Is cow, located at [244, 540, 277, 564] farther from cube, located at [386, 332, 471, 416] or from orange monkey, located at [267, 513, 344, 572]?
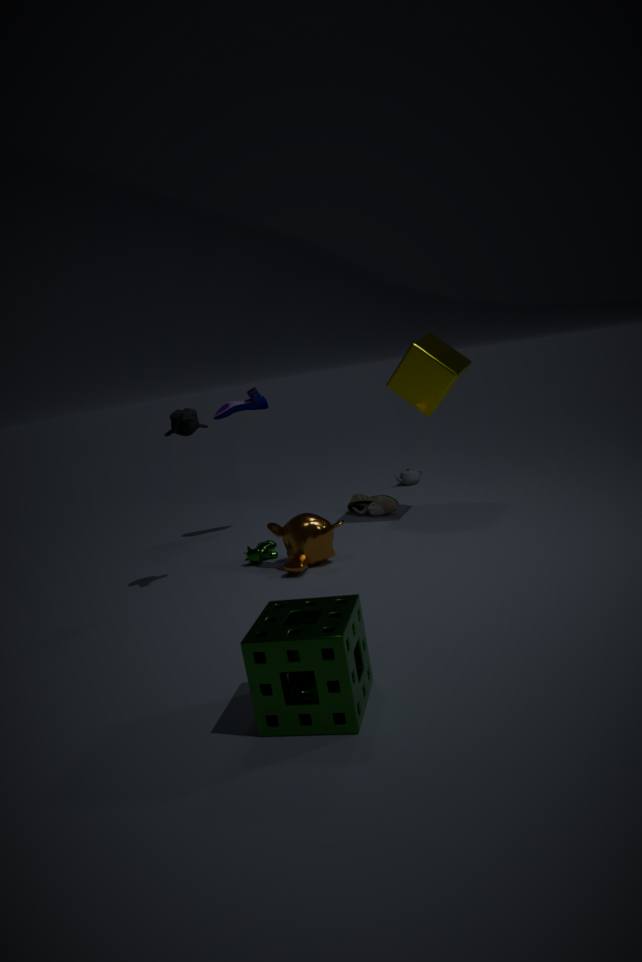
cube, located at [386, 332, 471, 416]
